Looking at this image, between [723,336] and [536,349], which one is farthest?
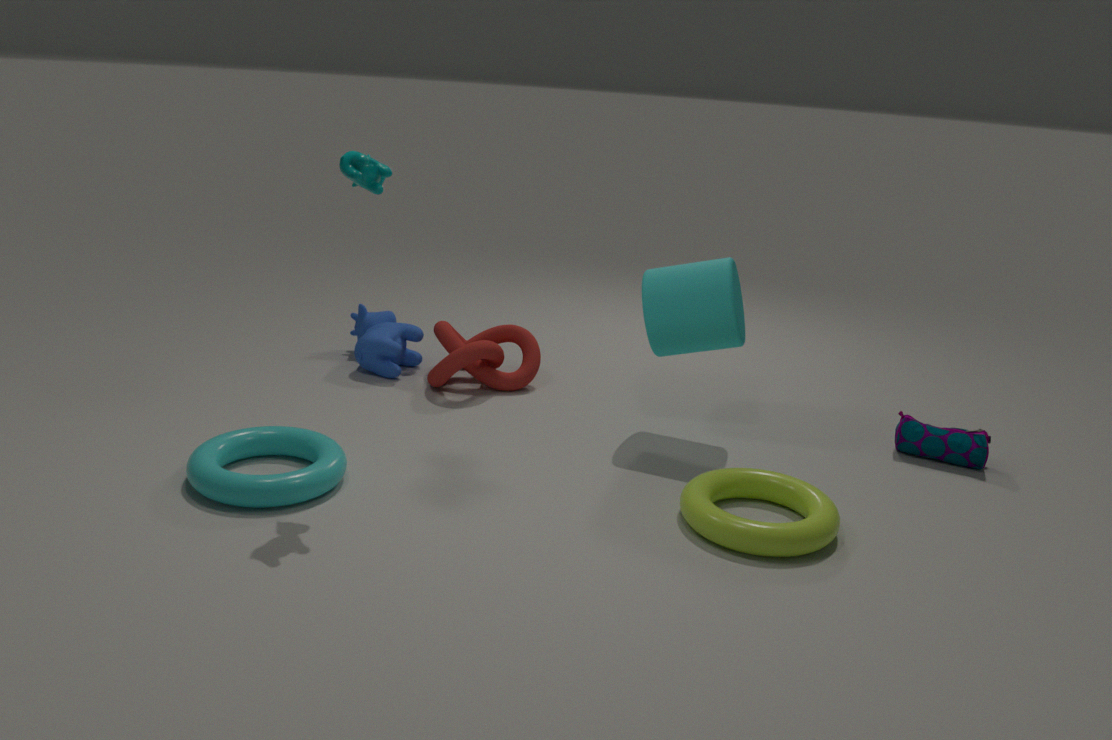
[536,349]
